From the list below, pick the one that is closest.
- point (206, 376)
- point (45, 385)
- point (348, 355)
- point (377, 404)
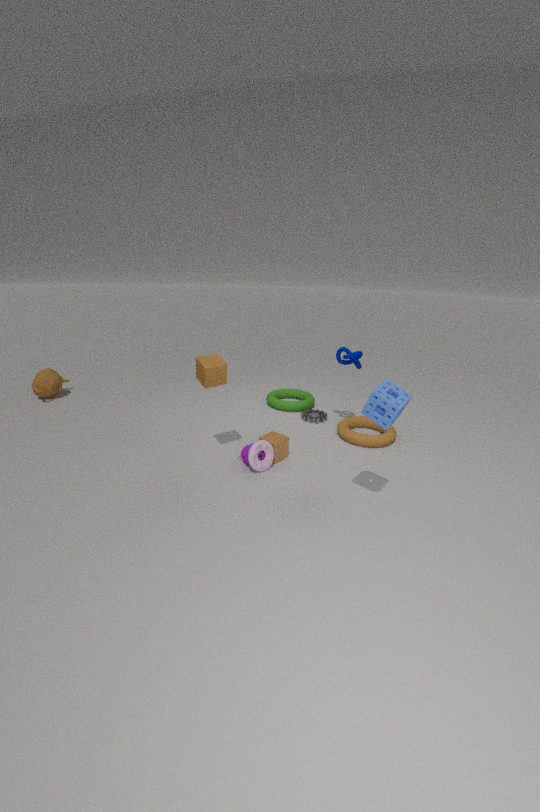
point (377, 404)
